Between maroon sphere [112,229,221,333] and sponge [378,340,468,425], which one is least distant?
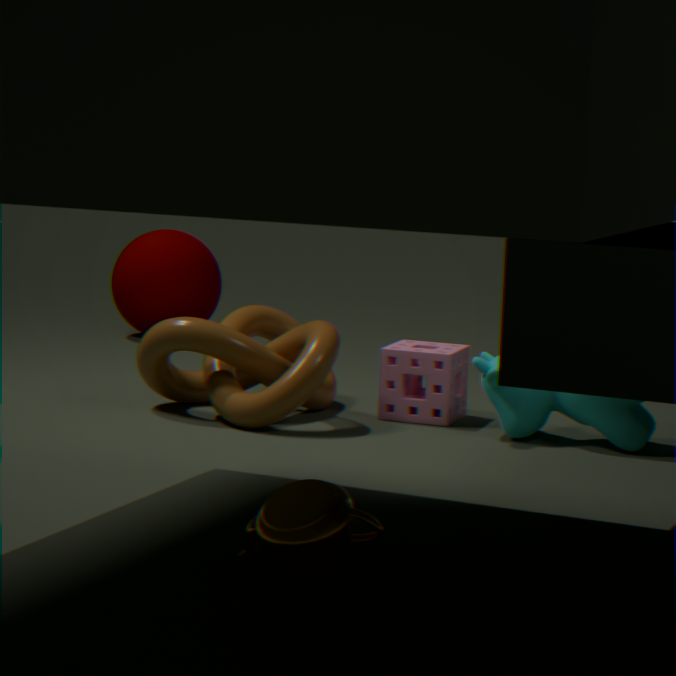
sponge [378,340,468,425]
